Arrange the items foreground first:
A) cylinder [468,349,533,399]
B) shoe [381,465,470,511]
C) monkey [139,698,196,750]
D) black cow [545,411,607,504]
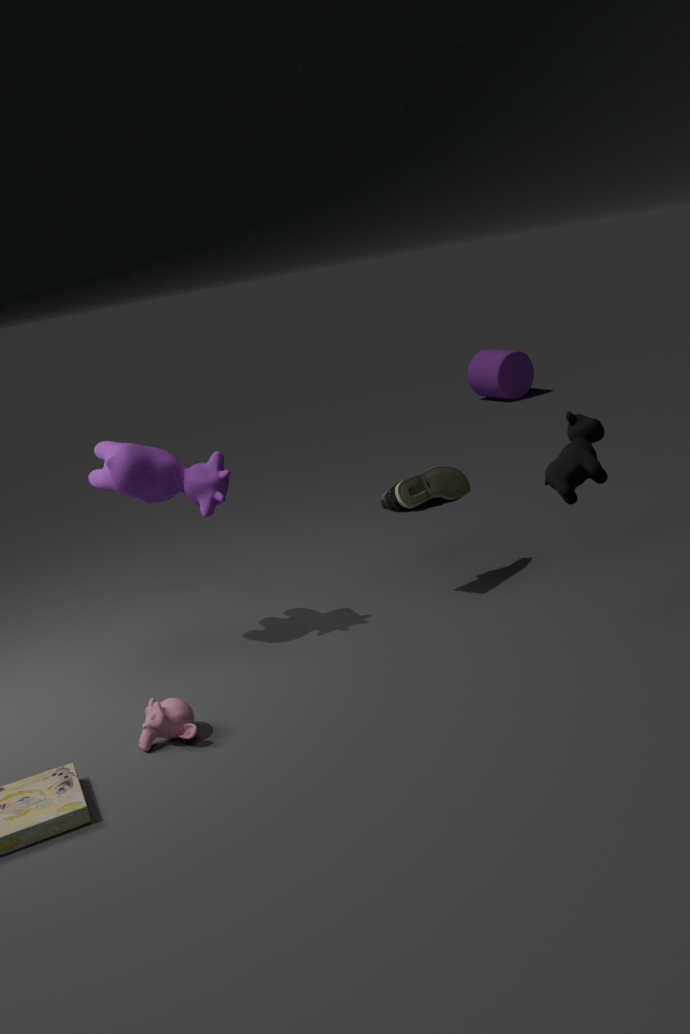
black cow [545,411,607,504]
monkey [139,698,196,750]
shoe [381,465,470,511]
cylinder [468,349,533,399]
